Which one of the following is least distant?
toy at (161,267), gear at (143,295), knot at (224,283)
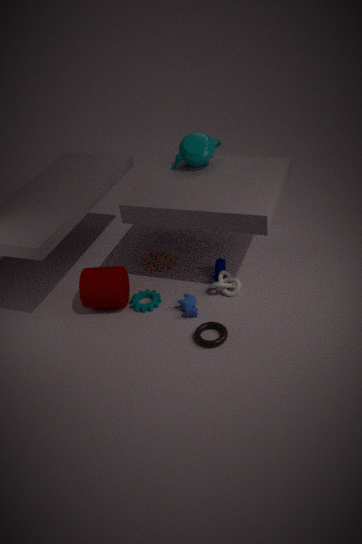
knot at (224,283)
